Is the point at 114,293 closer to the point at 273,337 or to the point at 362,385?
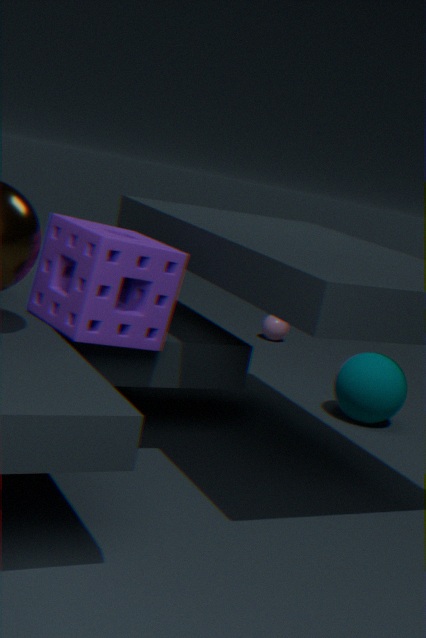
the point at 362,385
